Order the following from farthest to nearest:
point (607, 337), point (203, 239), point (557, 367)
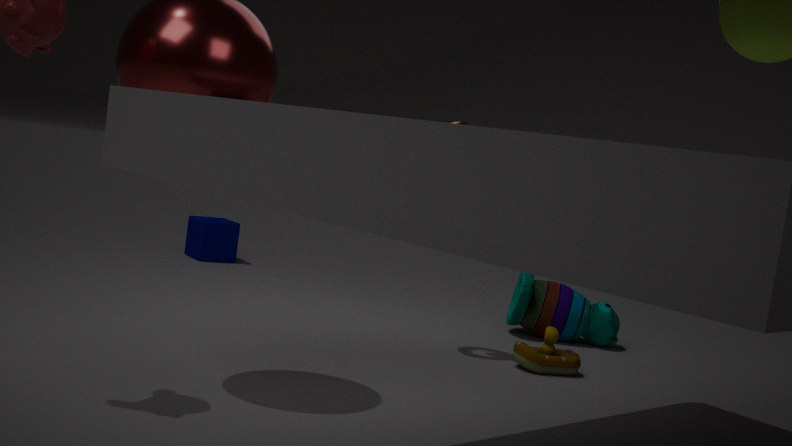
point (203, 239) → point (607, 337) → point (557, 367)
